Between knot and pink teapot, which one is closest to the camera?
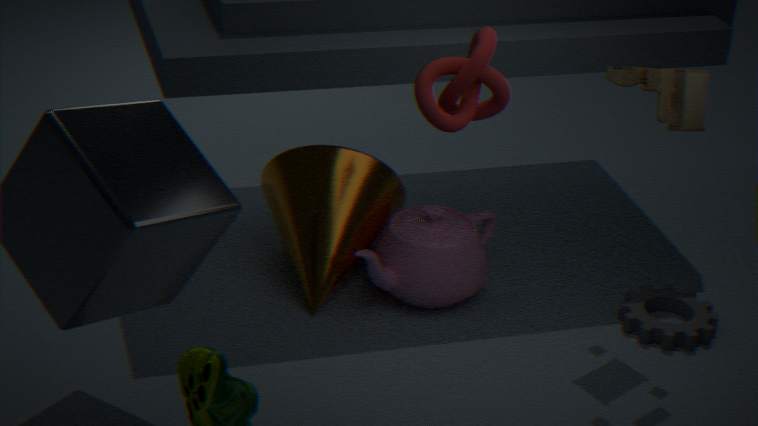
knot
